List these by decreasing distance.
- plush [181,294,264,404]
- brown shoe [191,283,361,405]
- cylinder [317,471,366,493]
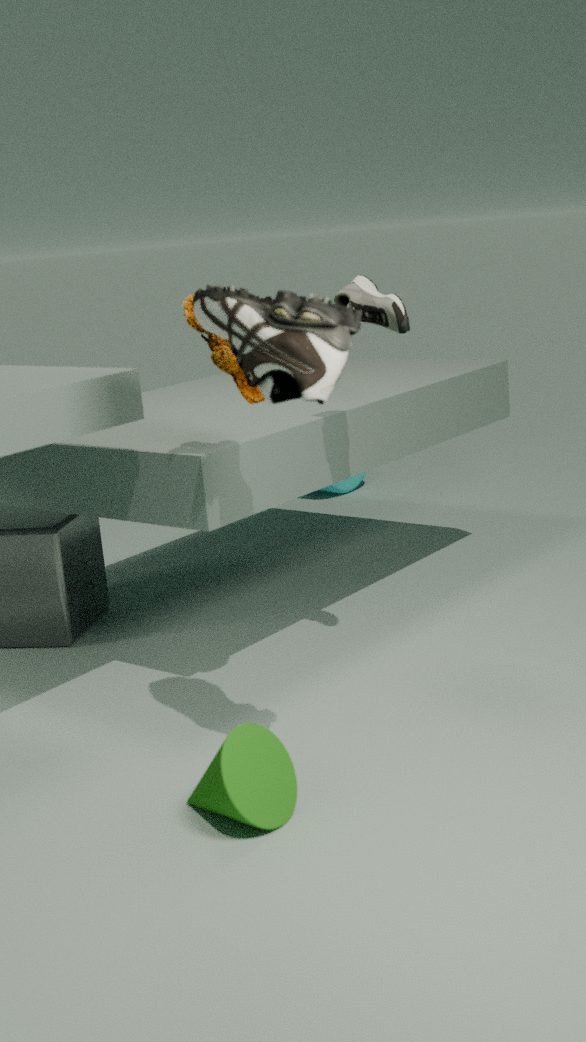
cylinder [317,471,366,493], plush [181,294,264,404], brown shoe [191,283,361,405]
